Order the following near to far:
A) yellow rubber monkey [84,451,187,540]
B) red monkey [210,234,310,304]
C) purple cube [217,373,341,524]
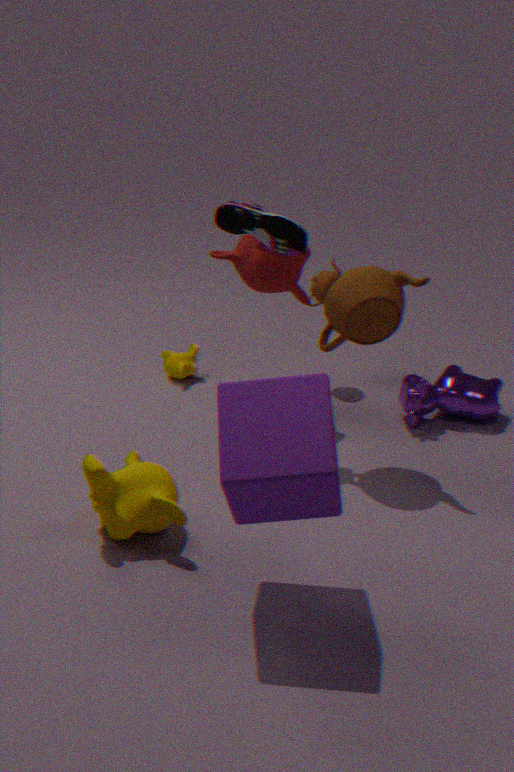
purple cube [217,373,341,524]
yellow rubber monkey [84,451,187,540]
red monkey [210,234,310,304]
